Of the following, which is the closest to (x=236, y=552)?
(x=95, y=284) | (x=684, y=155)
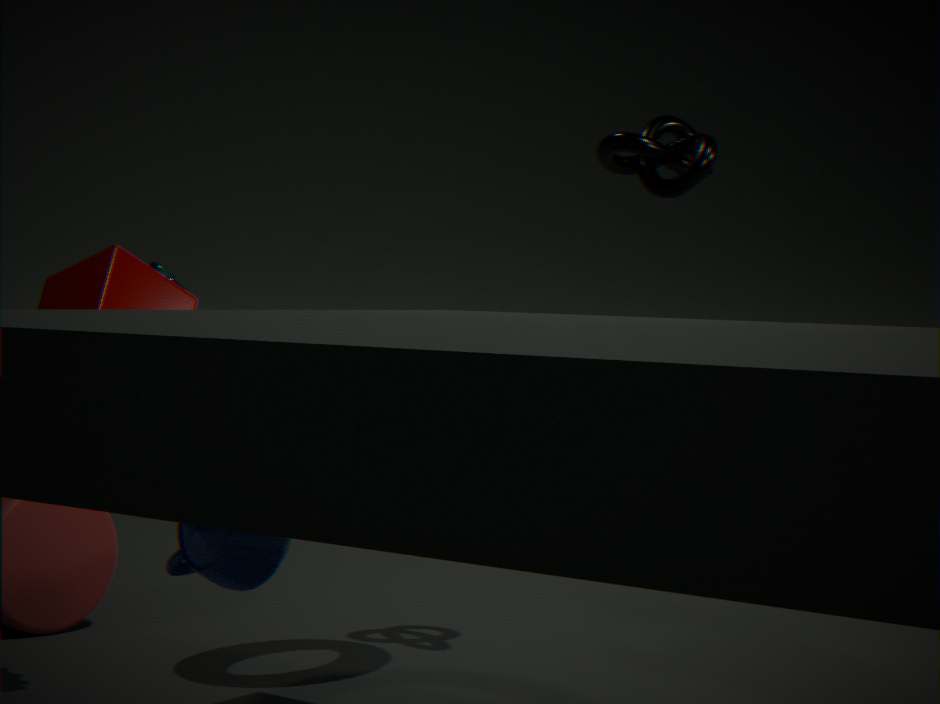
(x=95, y=284)
